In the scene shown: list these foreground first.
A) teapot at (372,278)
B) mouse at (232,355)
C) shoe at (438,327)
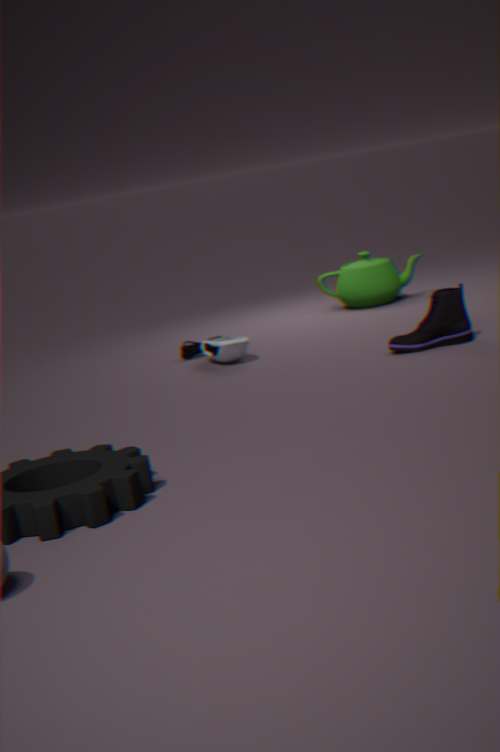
shoe at (438,327) → mouse at (232,355) → teapot at (372,278)
